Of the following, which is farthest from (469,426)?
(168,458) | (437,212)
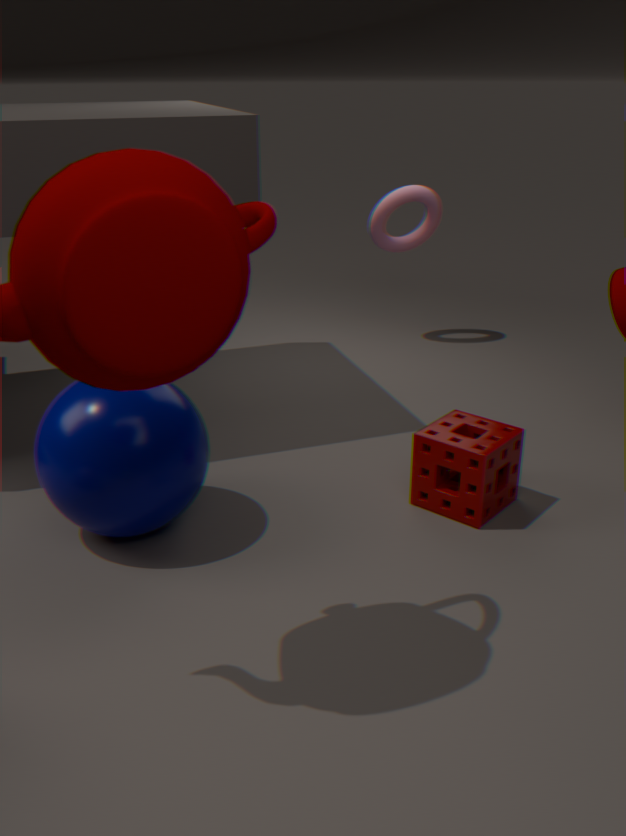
(437,212)
